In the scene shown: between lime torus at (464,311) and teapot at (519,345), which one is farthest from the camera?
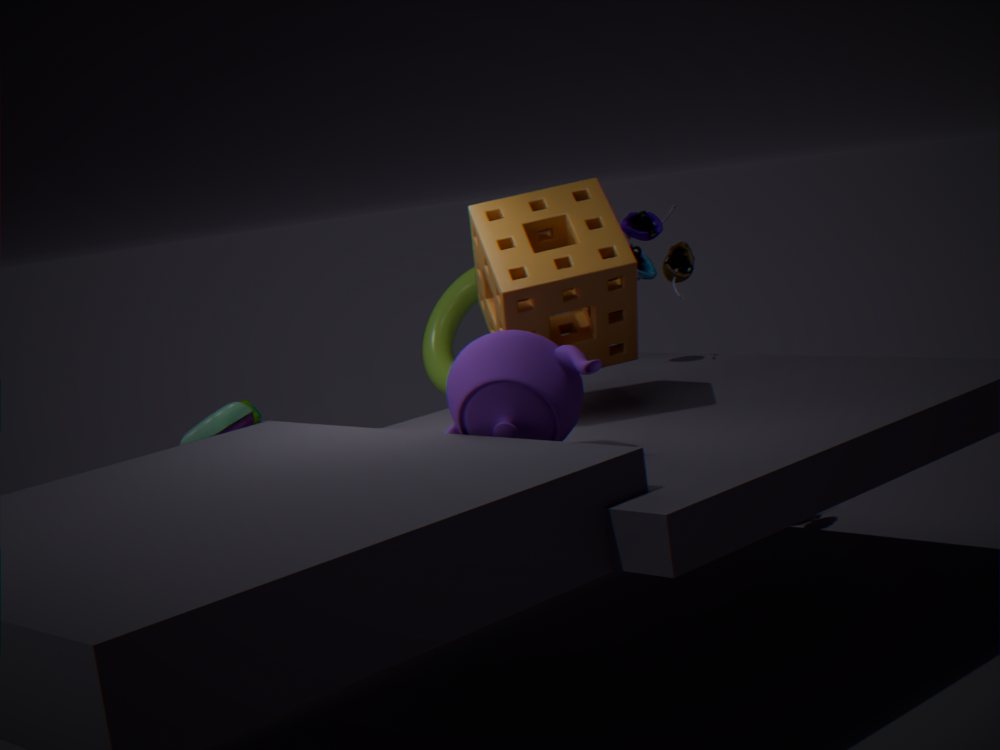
lime torus at (464,311)
